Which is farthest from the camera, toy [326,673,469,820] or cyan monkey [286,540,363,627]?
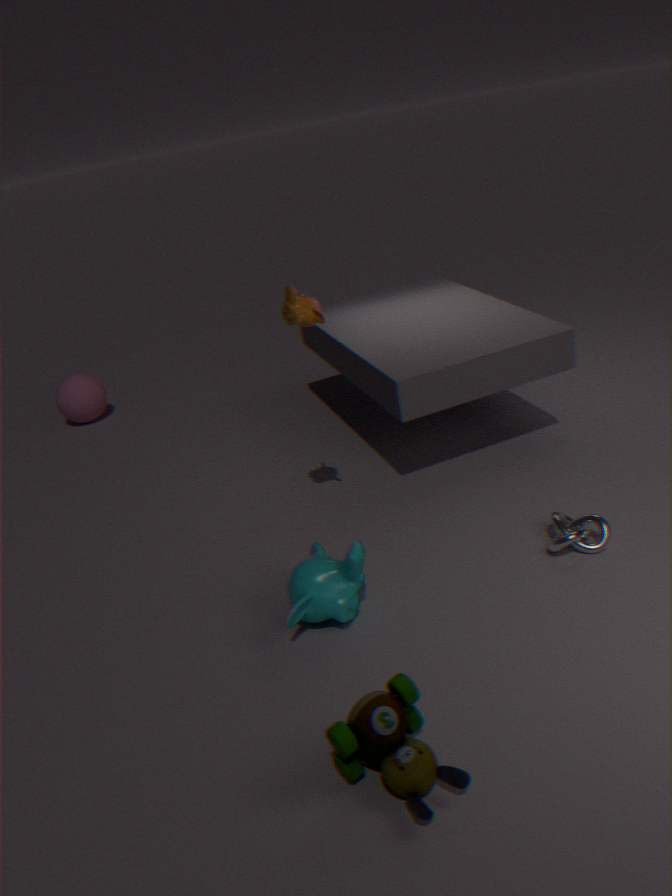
cyan monkey [286,540,363,627]
